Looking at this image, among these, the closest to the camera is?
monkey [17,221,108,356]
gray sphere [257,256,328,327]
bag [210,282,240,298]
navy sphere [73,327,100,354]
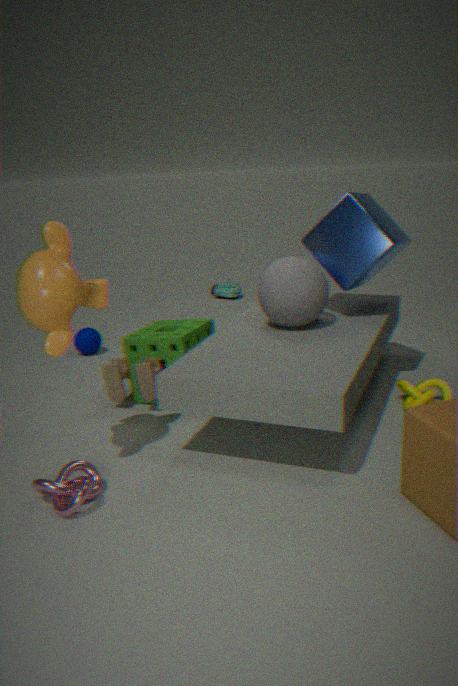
monkey [17,221,108,356]
